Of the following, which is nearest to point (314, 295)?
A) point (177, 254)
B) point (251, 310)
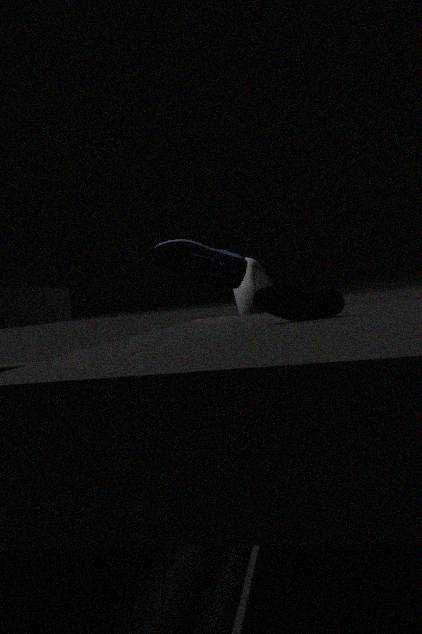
point (177, 254)
